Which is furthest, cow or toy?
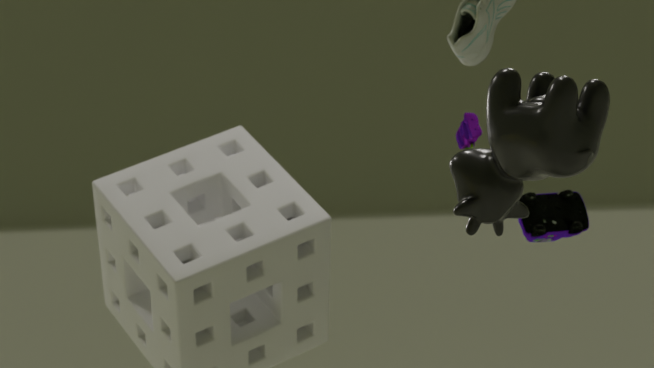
toy
